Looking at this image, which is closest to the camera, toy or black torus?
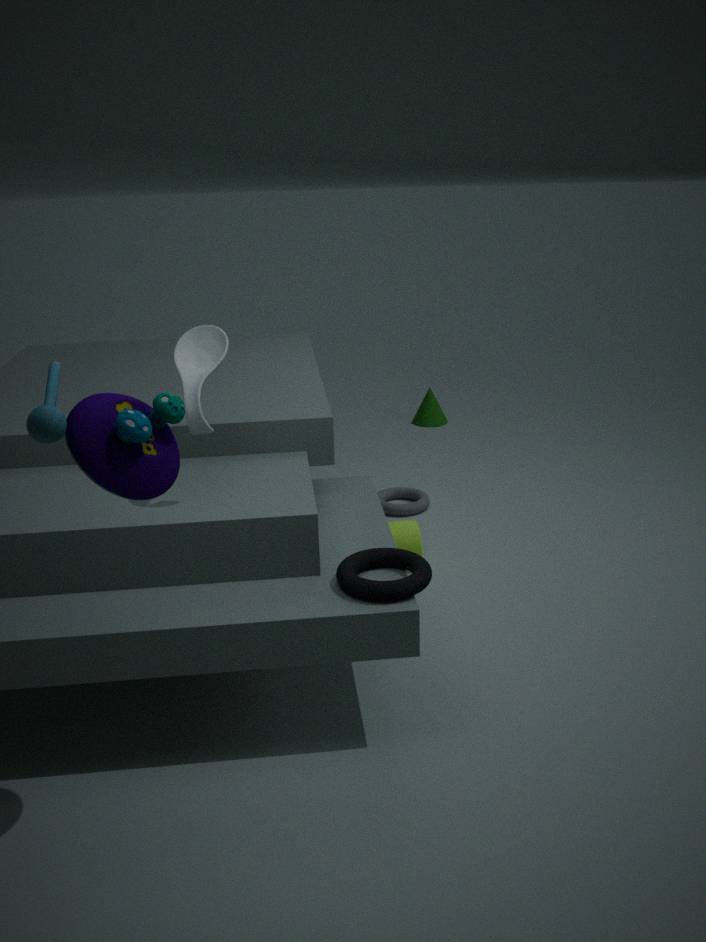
toy
